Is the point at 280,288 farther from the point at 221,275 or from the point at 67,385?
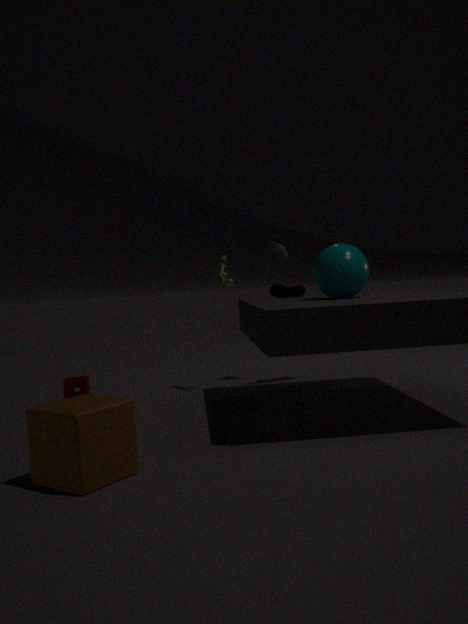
the point at 67,385
